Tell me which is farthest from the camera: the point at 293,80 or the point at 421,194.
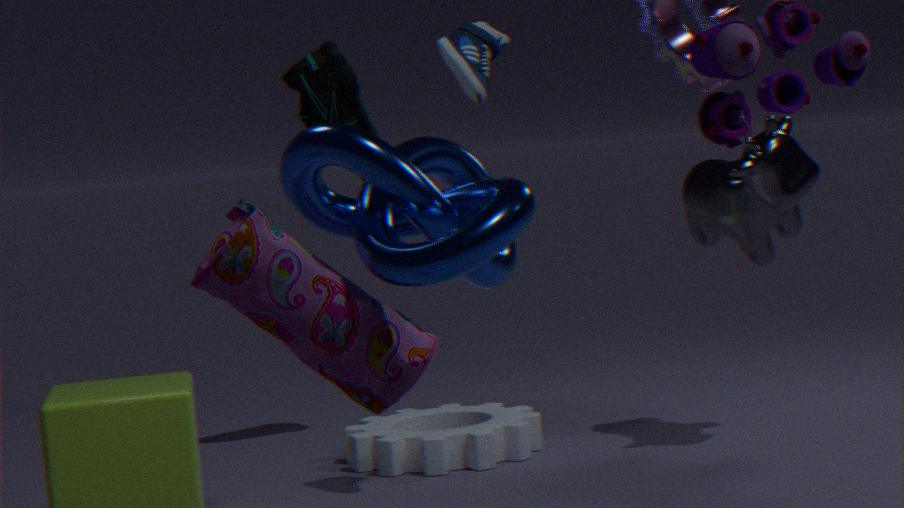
the point at 293,80
